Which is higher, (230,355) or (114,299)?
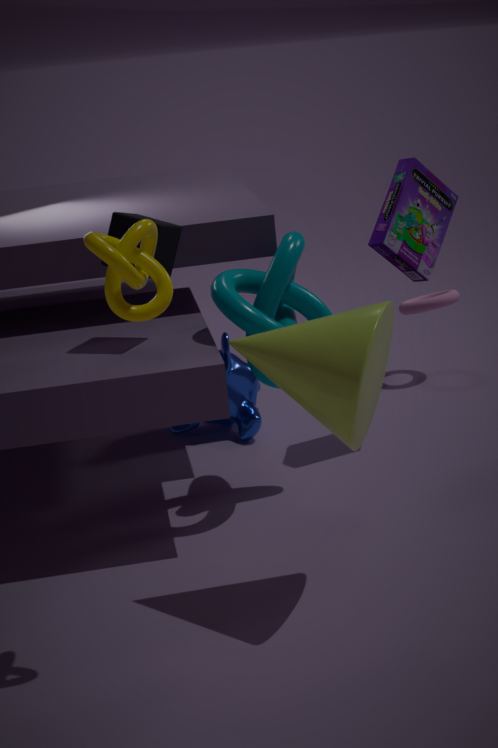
(114,299)
